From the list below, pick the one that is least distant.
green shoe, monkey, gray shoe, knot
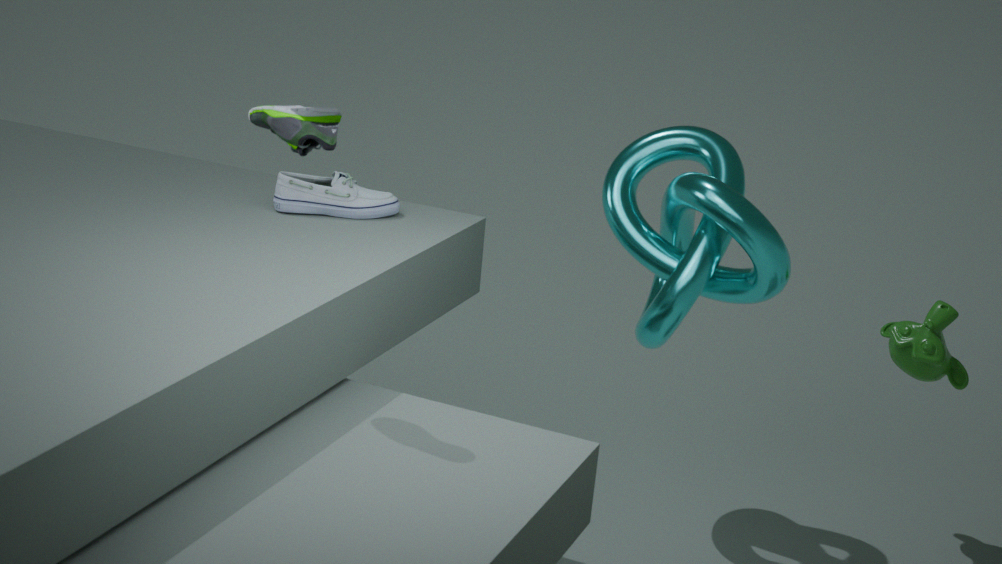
green shoe
